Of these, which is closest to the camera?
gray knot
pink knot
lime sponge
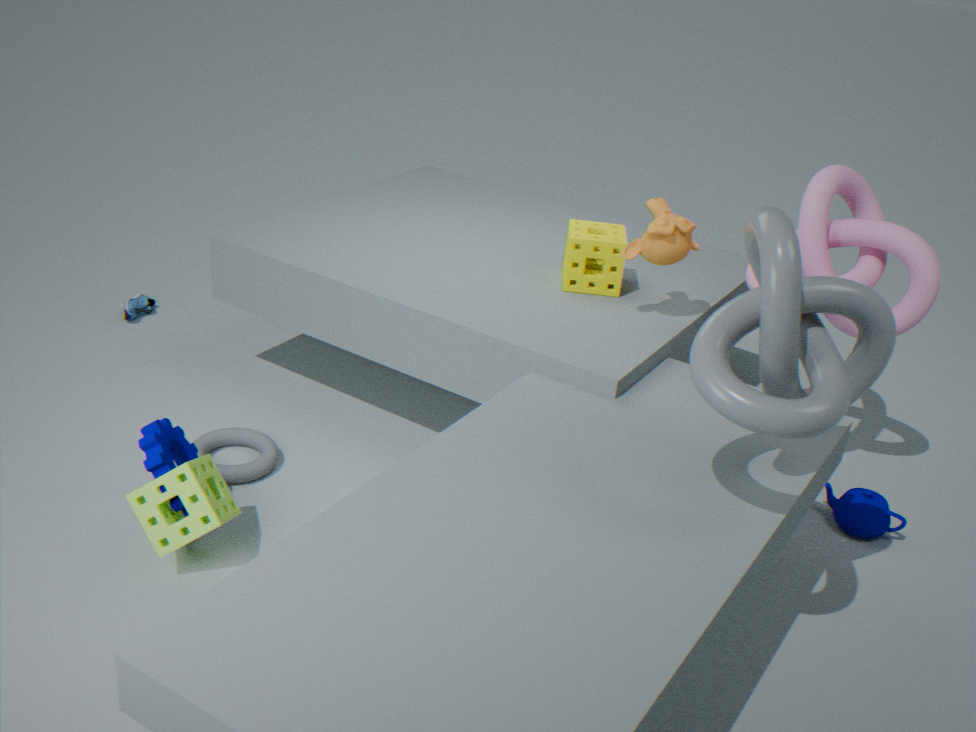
gray knot
